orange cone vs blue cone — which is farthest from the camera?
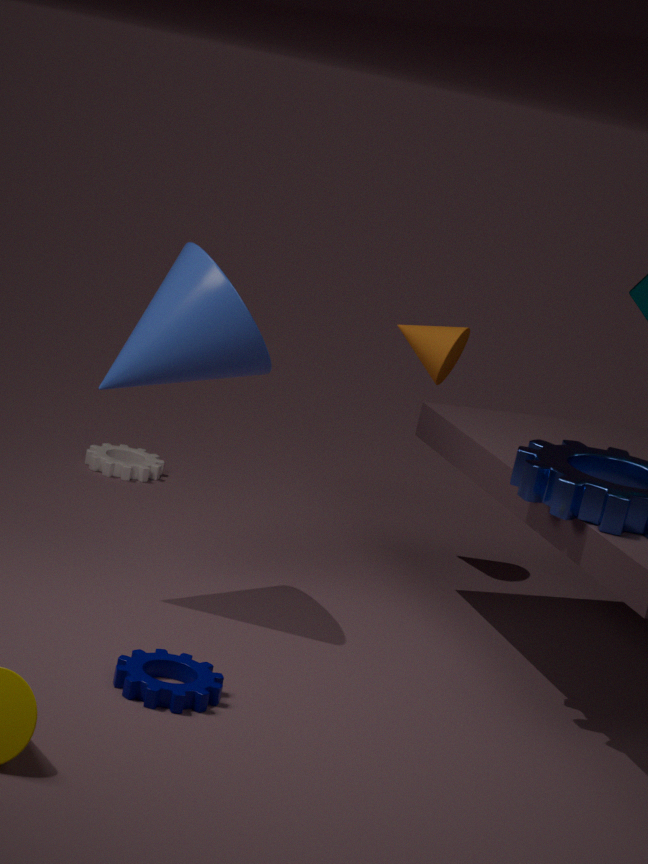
orange cone
